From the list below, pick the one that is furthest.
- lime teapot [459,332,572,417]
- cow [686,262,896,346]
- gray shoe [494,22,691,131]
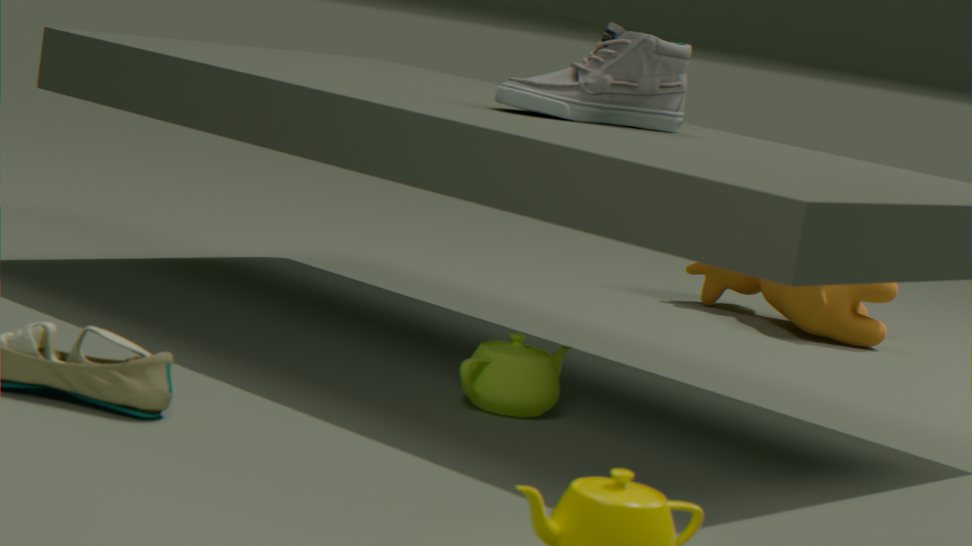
cow [686,262,896,346]
